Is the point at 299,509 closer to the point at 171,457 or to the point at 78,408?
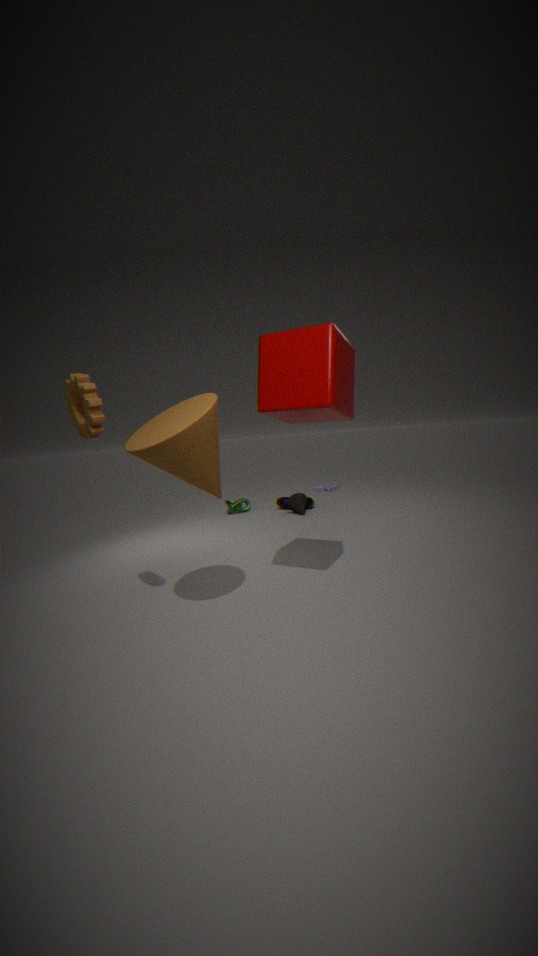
the point at 171,457
